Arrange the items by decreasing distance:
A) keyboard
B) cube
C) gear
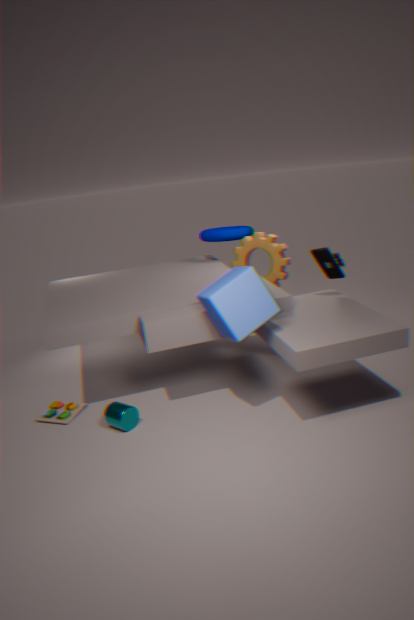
1. gear
2. keyboard
3. cube
